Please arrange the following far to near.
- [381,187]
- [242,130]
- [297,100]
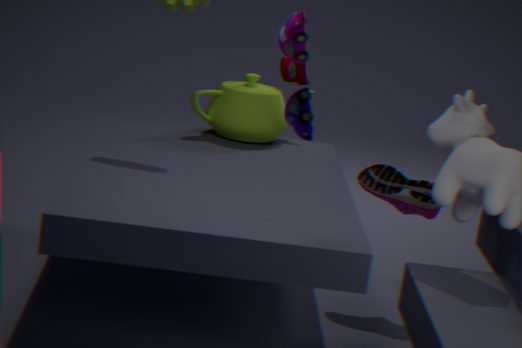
[242,130] < [381,187] < [297,100]
